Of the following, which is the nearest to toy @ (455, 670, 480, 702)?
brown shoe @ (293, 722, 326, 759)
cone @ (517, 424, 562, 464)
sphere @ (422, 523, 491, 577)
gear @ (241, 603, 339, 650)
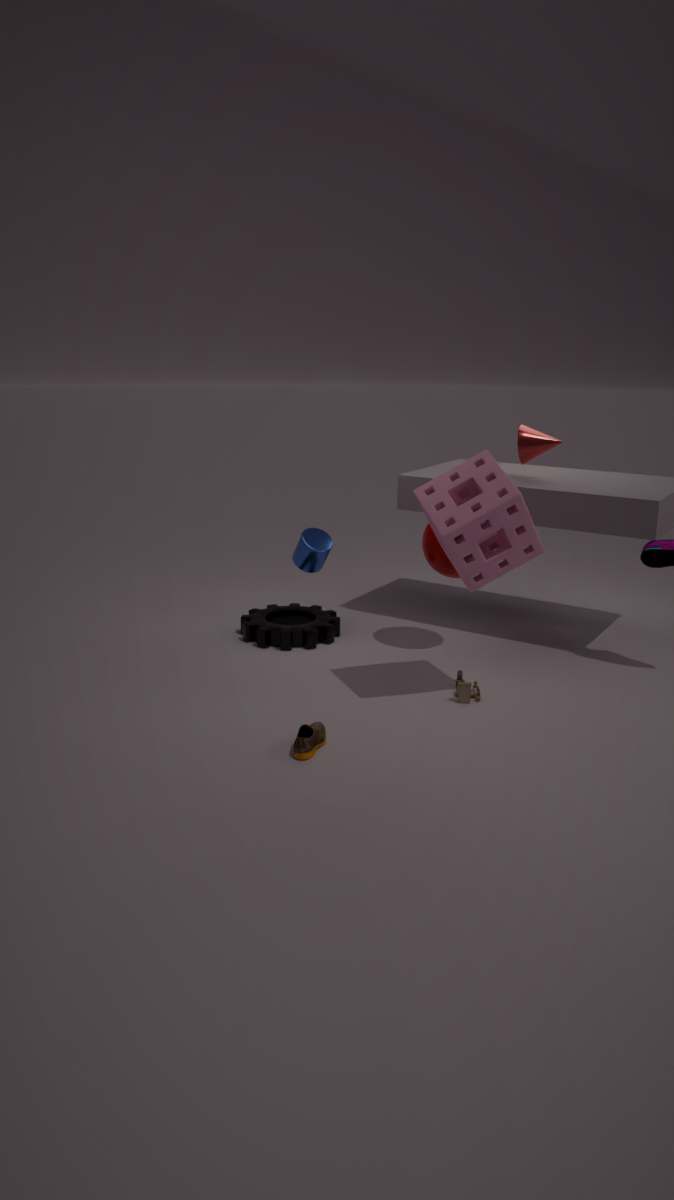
sphere @ (422, 523, 491, 577)
